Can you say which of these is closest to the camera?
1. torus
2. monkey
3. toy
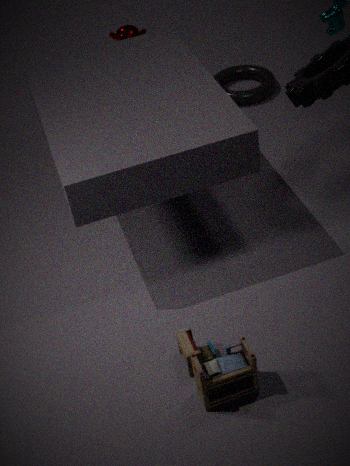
toy
